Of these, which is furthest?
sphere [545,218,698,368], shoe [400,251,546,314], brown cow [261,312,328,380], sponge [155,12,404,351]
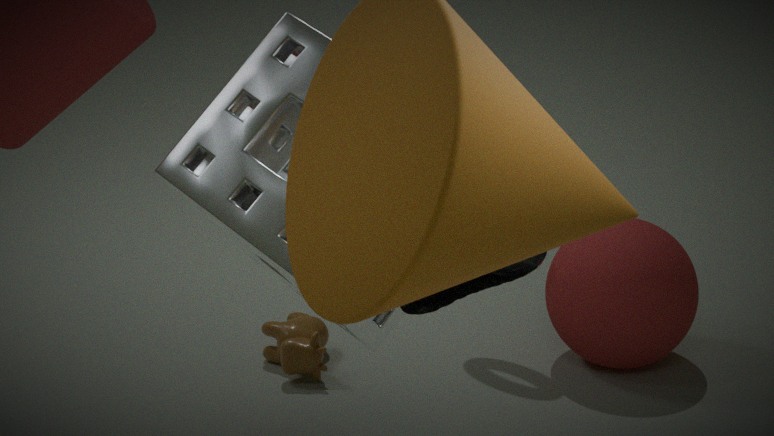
brown cow [261,312,328,380]
